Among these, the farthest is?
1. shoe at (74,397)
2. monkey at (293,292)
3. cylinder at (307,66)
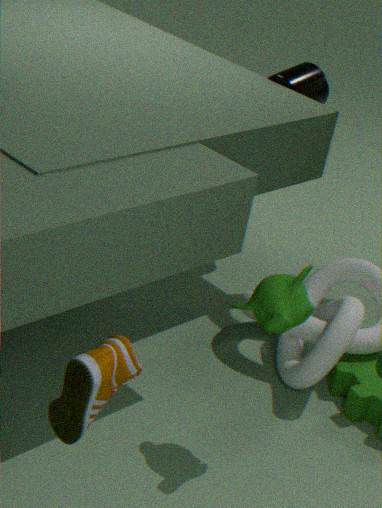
cylinder at (307,66)
